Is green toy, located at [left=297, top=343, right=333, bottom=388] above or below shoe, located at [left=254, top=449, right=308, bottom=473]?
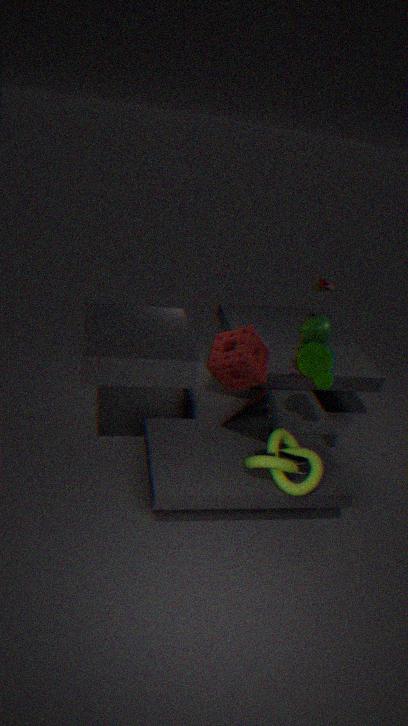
above
